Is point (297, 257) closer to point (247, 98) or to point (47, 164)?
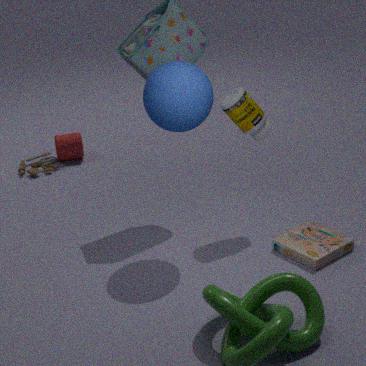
point (247, 98)
